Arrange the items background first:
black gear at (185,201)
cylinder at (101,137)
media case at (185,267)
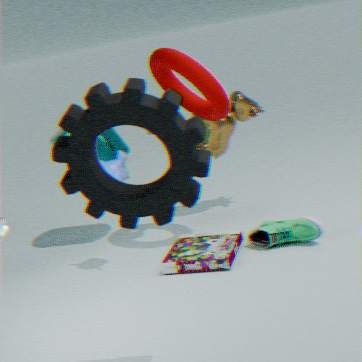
cylinder at (101,137)
media case at (185,267)
black gear at (185,201)
